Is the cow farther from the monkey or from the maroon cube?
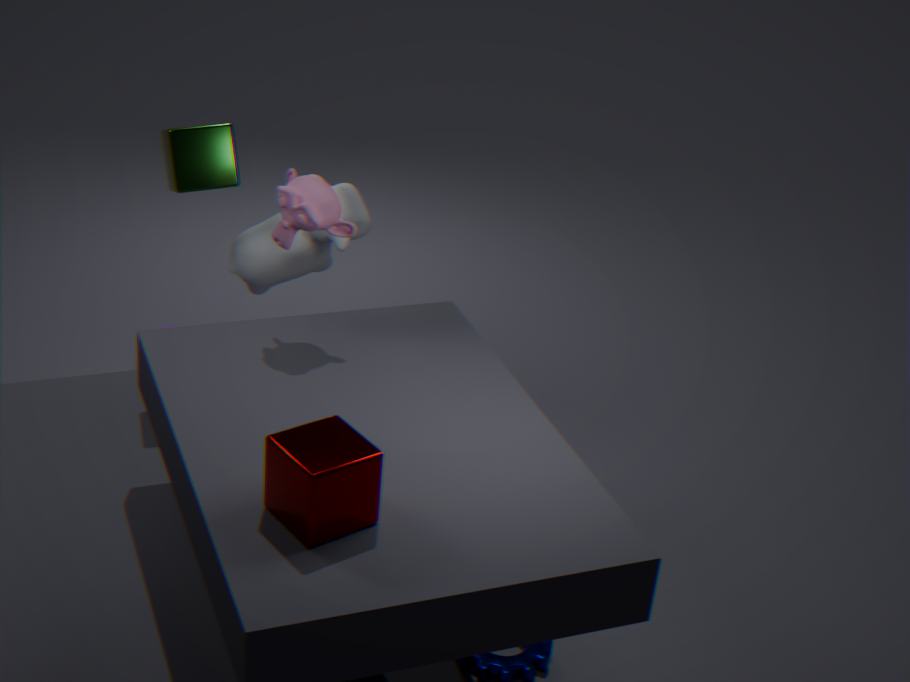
the maroon cube
